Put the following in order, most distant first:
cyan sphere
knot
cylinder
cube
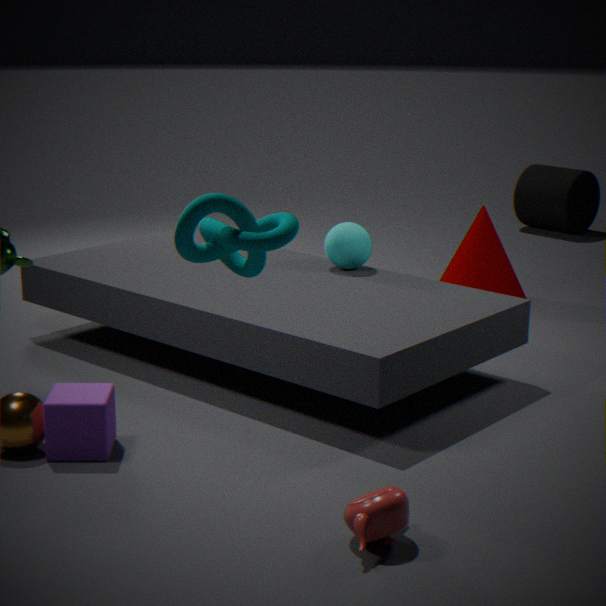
cylinder → cyan sphere → cube → knot
